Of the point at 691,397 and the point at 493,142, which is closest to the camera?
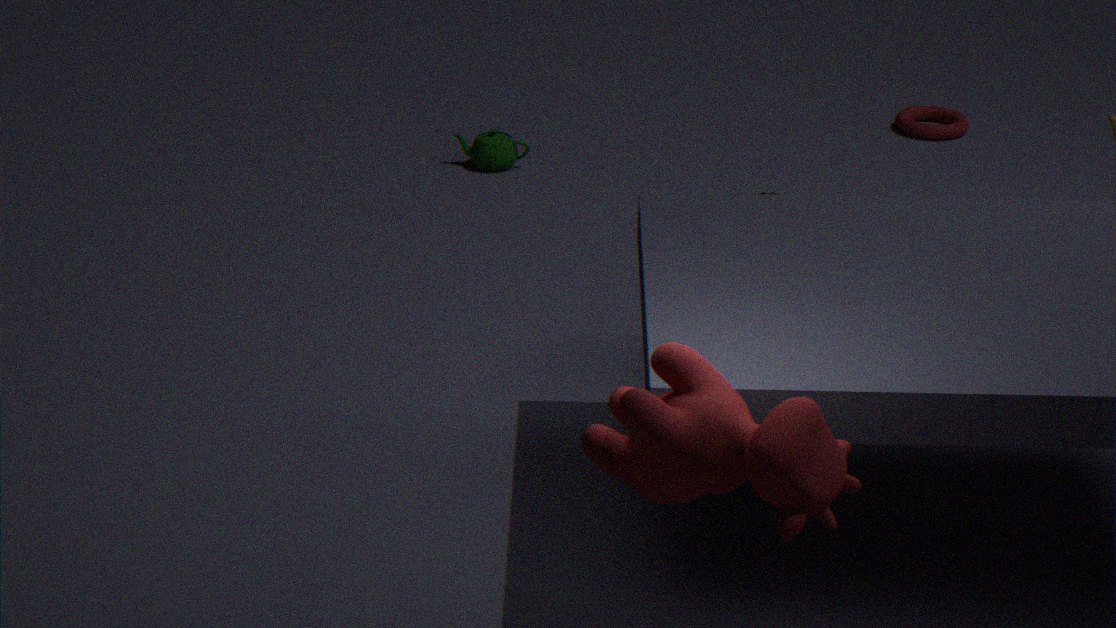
the point at 691,397
